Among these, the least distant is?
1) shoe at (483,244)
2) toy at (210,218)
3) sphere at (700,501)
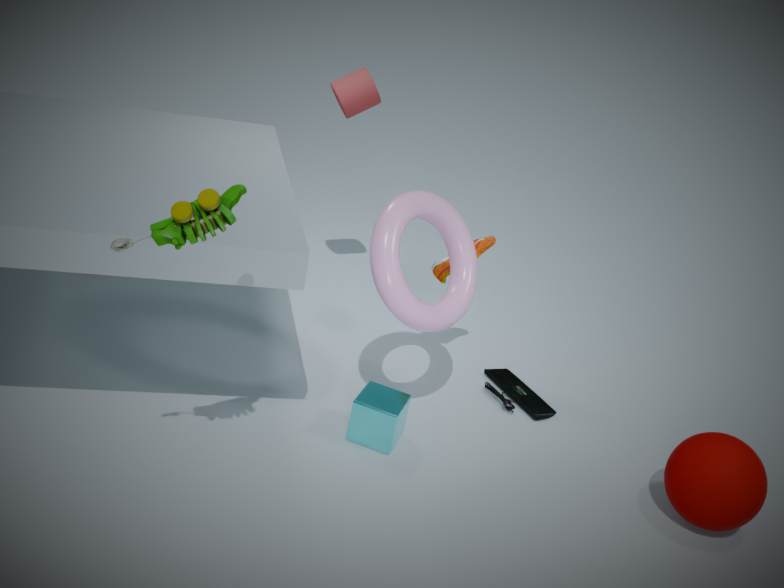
2. toy at (210,218)
